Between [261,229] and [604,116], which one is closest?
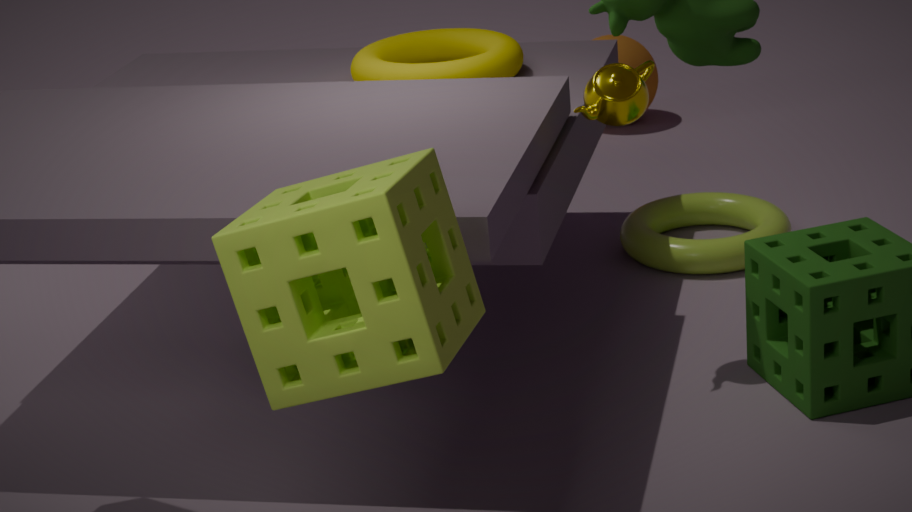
[261,229]
